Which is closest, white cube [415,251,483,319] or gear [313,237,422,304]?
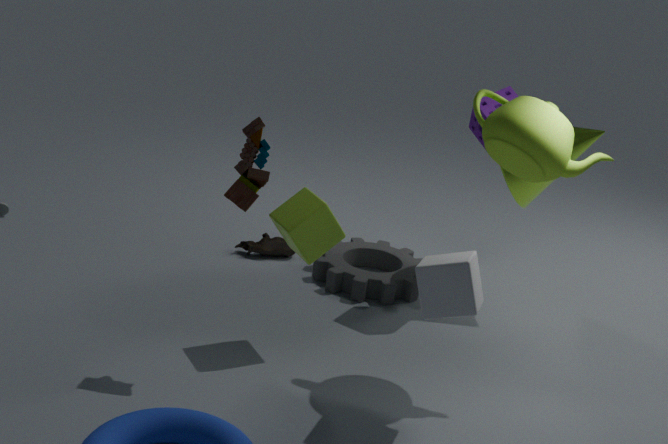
white cube [415,251,483,319]
